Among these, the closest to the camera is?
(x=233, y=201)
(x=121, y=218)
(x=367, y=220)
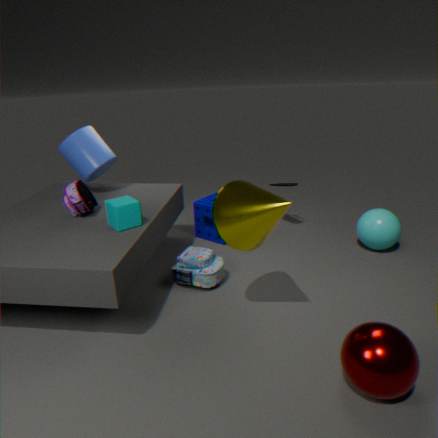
(x=233, y=201)
